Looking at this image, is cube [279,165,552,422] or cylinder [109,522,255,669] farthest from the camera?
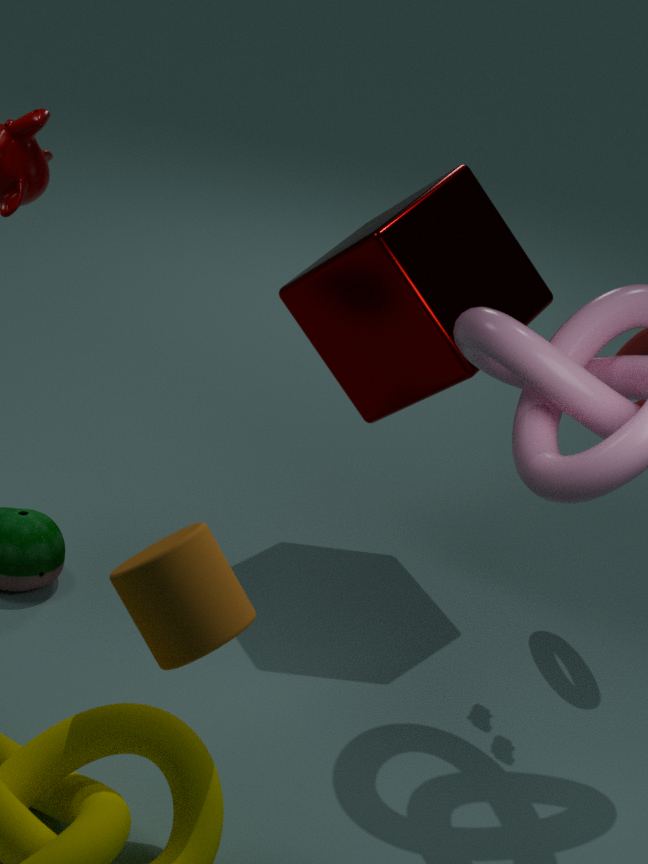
cube [279,165,552,422]
